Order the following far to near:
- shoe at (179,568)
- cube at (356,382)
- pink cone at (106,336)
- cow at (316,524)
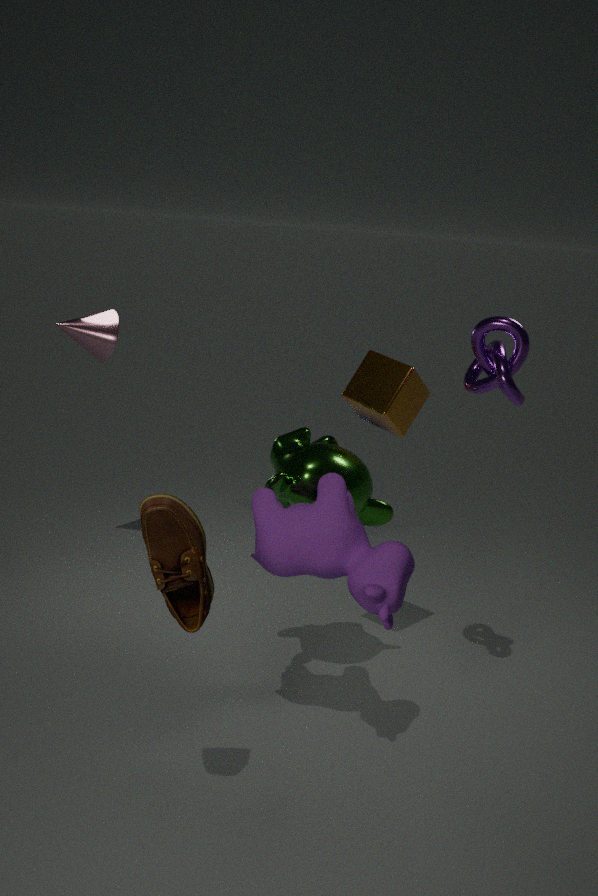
pink cone at (106,336), cube at (356,382), cow at (316,524), shoe at (179,568)
